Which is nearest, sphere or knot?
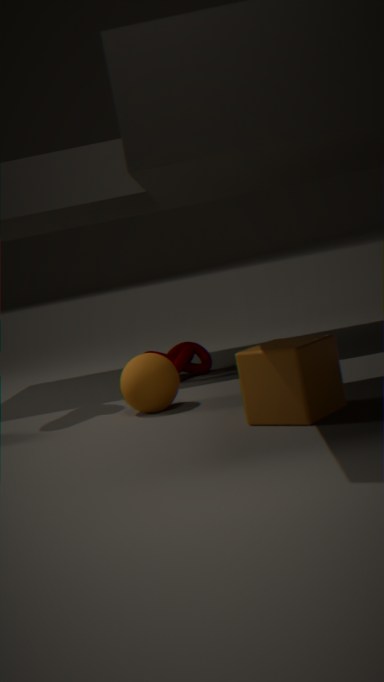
sphere
